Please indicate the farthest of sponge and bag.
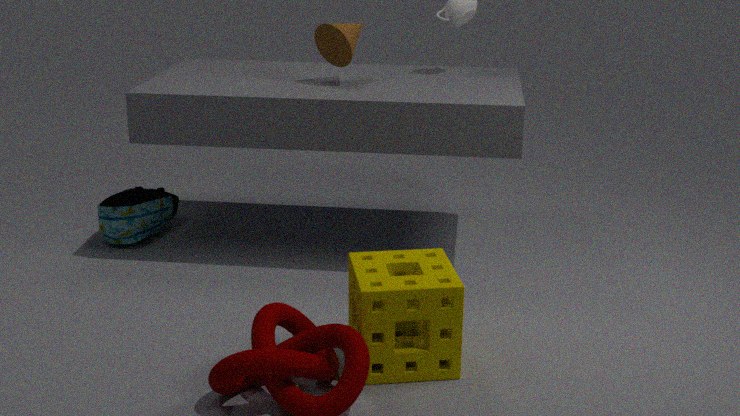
bag
